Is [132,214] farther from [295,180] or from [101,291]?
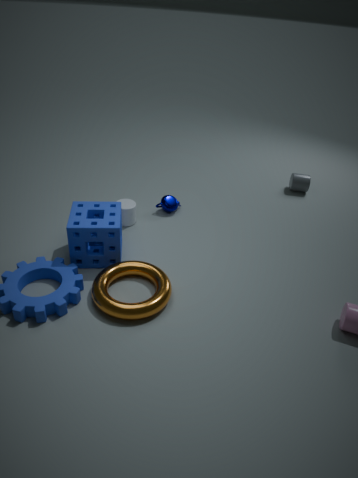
Answer: [295,180]
